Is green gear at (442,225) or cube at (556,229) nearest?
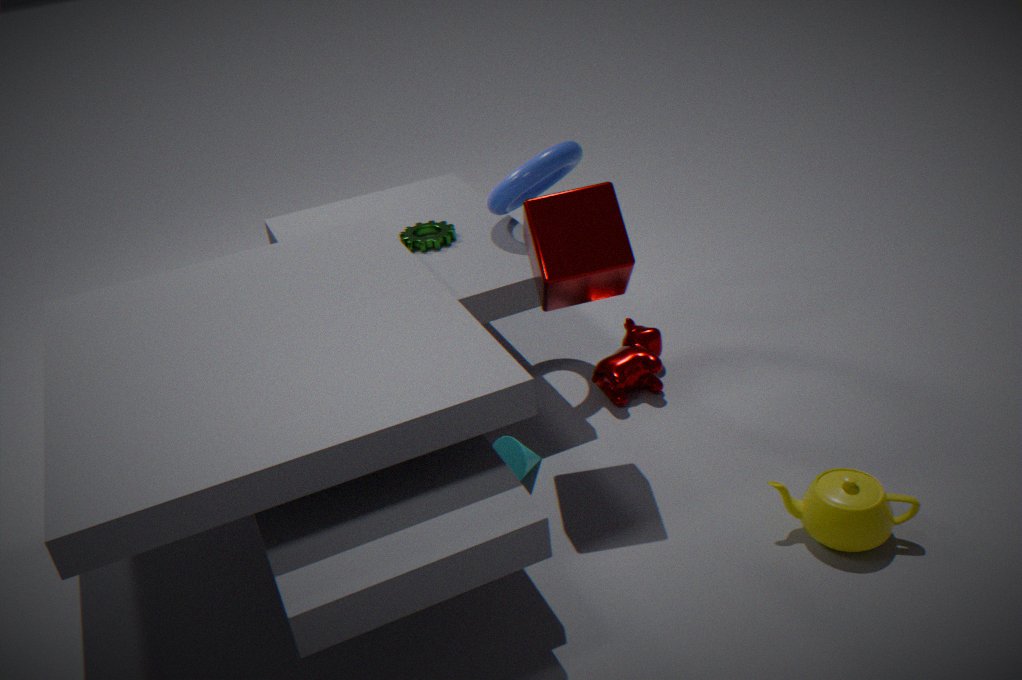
cube at (556,229)
